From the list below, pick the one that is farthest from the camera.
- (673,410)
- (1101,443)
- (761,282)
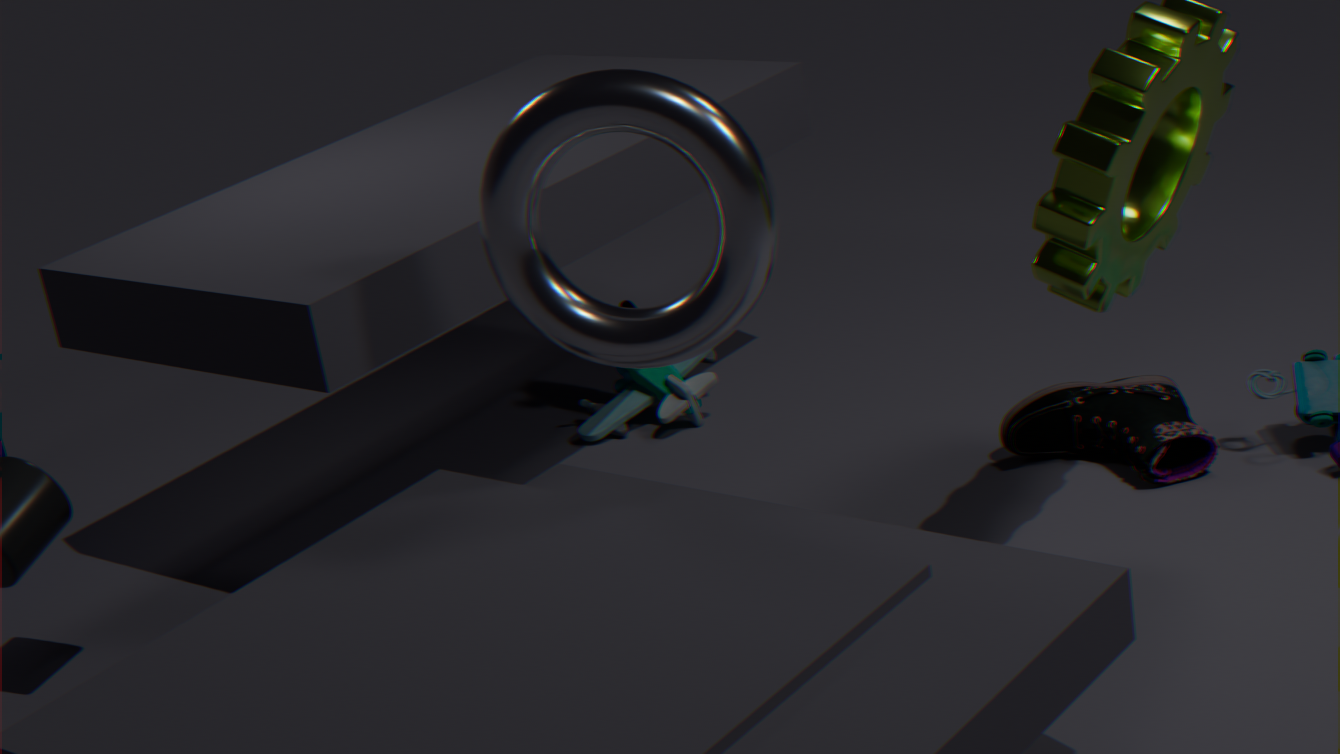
(673,410)
